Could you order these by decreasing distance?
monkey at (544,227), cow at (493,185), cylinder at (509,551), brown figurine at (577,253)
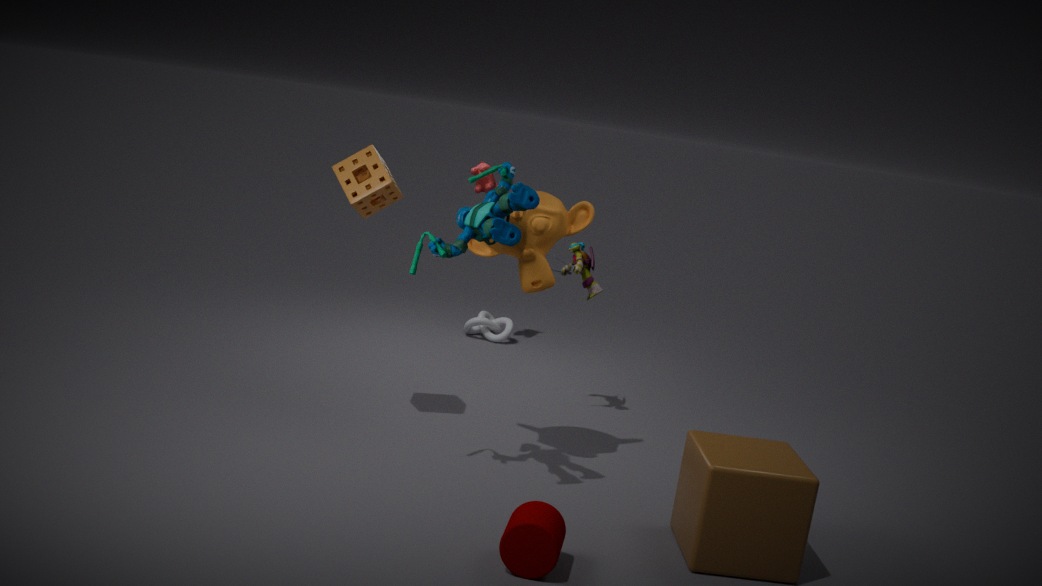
cow at (493,185) → brown figurine at (577,253) → monkey at (544,227) → cylinder at (509,551)
